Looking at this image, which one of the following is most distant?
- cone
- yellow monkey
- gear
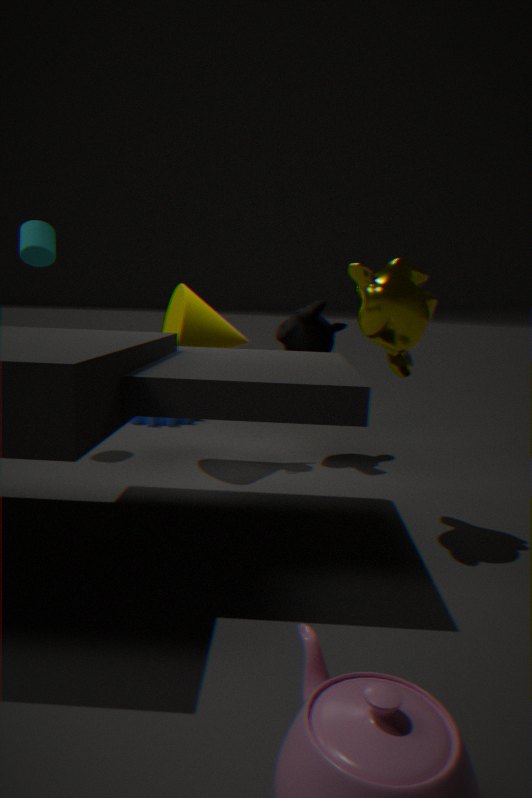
gear
